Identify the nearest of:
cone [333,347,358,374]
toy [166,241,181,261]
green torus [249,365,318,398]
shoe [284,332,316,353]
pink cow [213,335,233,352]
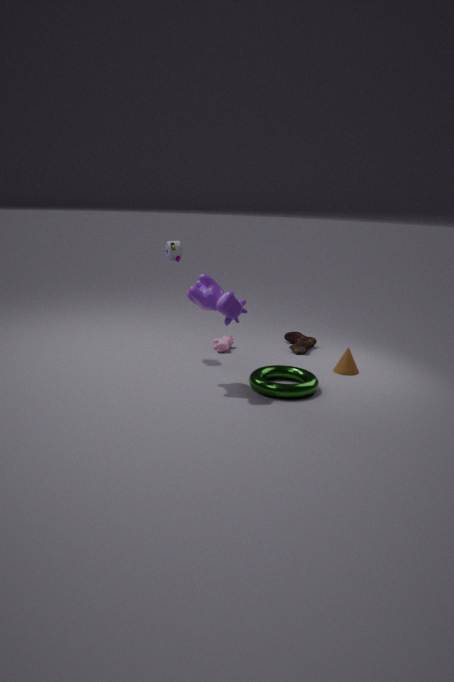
green torus [249,365,318,398]
